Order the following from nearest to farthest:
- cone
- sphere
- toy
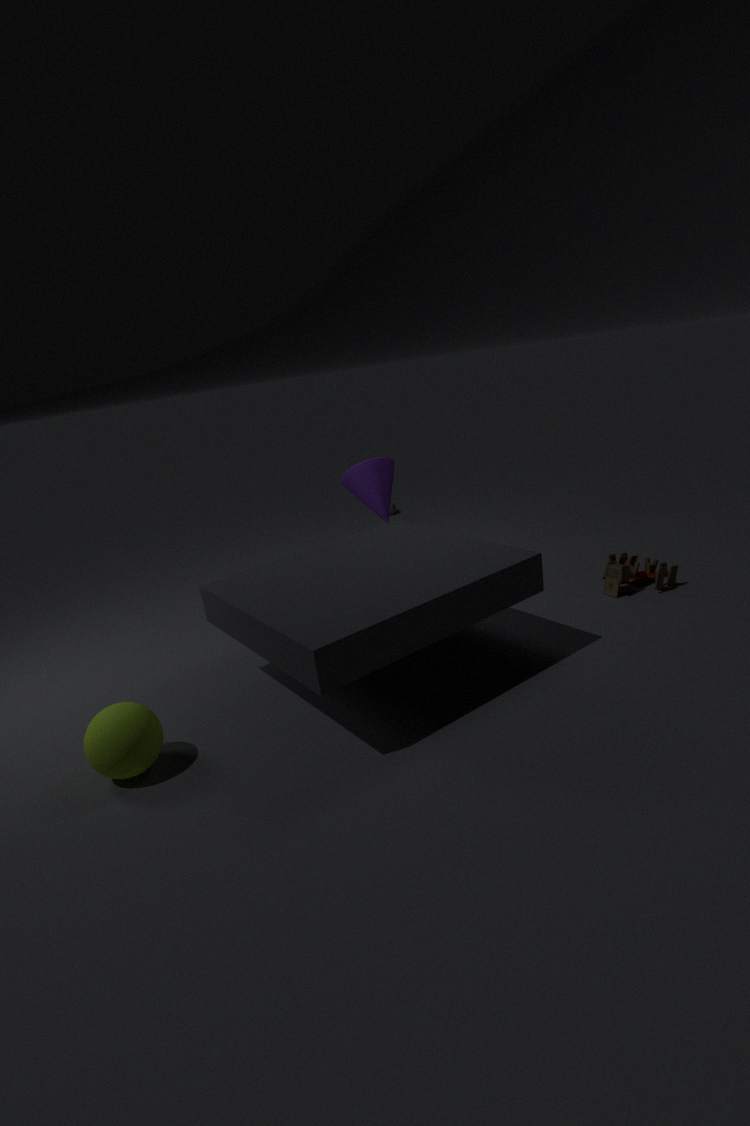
1. sphere
2. toy
3. cone
